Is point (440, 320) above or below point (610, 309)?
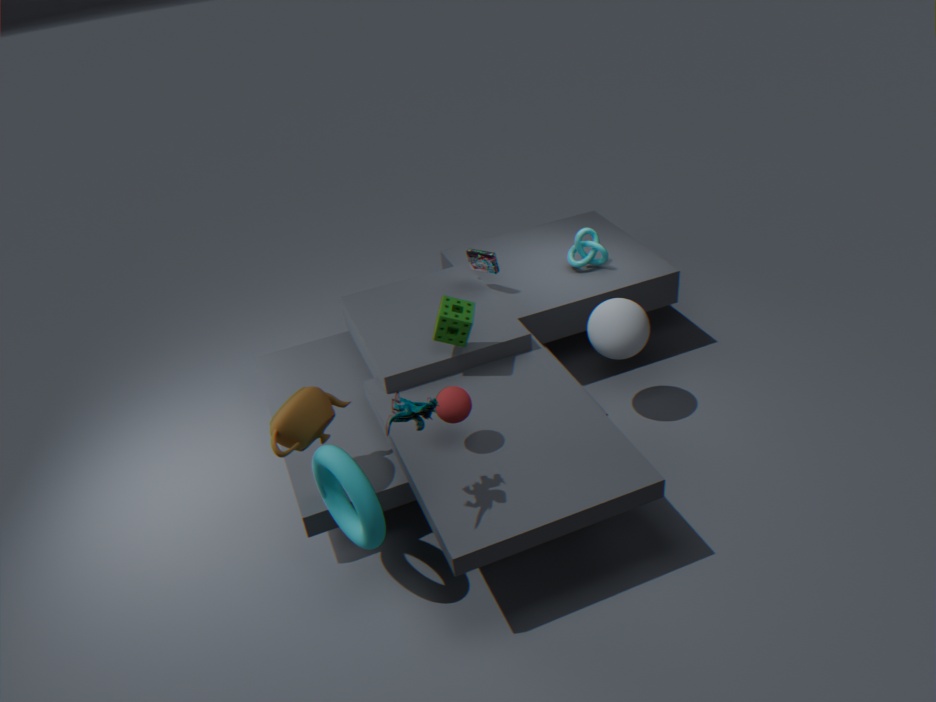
above
